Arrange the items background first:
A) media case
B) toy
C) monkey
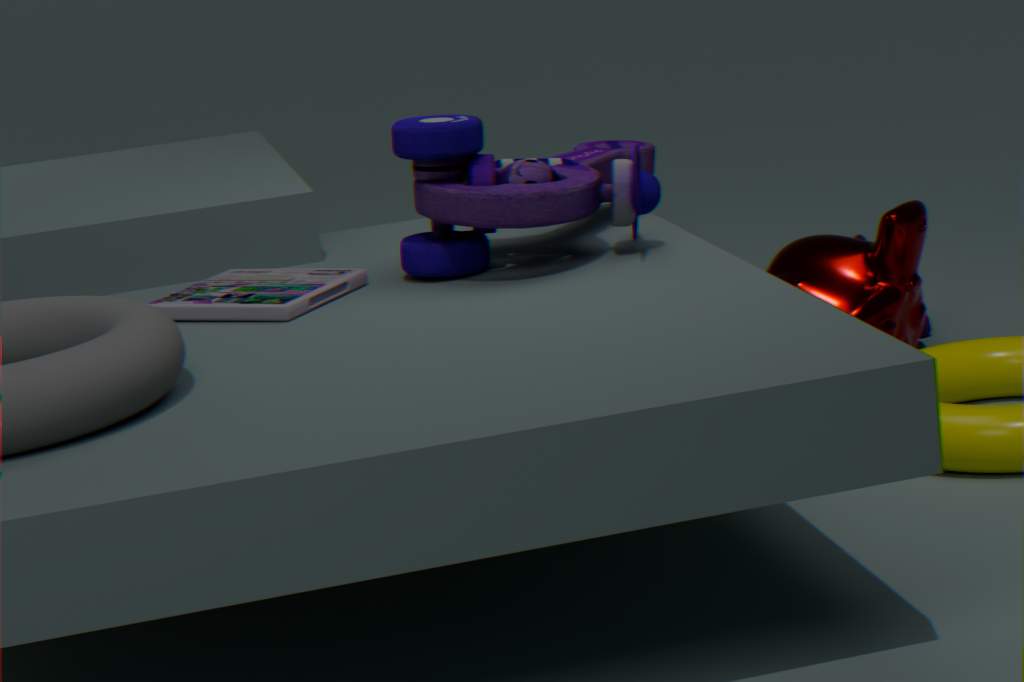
1. monkey
2. toy
3. media case
